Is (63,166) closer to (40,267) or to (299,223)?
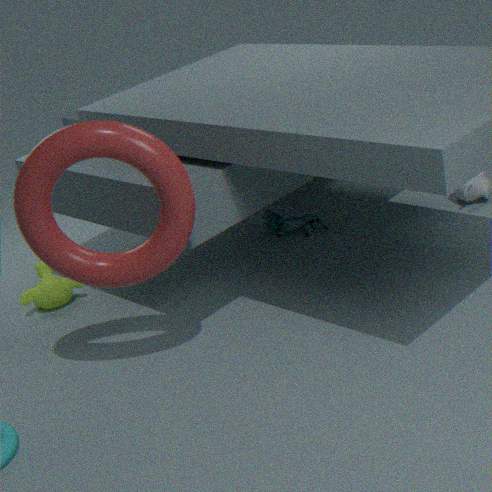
(40,267)
